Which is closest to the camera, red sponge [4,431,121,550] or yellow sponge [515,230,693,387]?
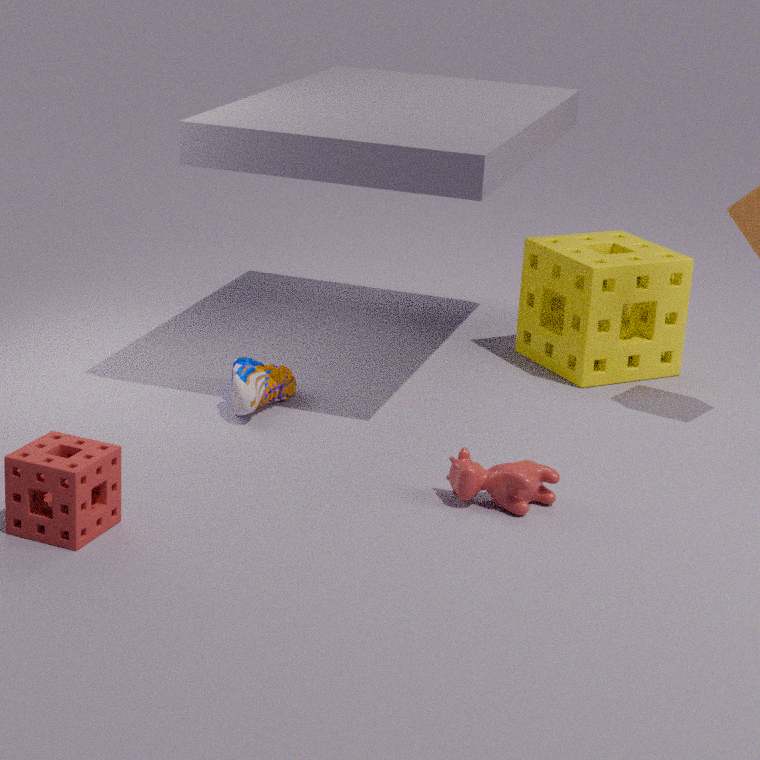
red sponge [4,431,121,550]
